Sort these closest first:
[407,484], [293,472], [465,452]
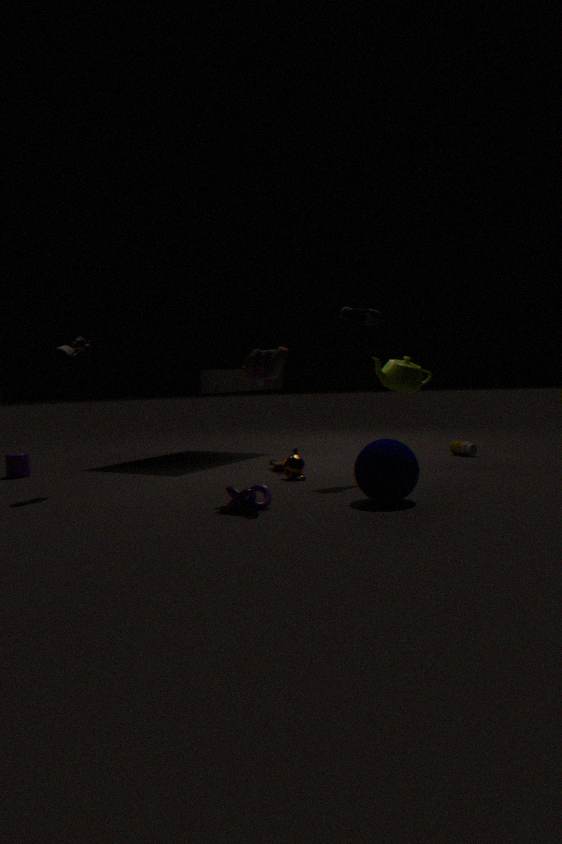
[407,484] → [293,472] → [465,452]
